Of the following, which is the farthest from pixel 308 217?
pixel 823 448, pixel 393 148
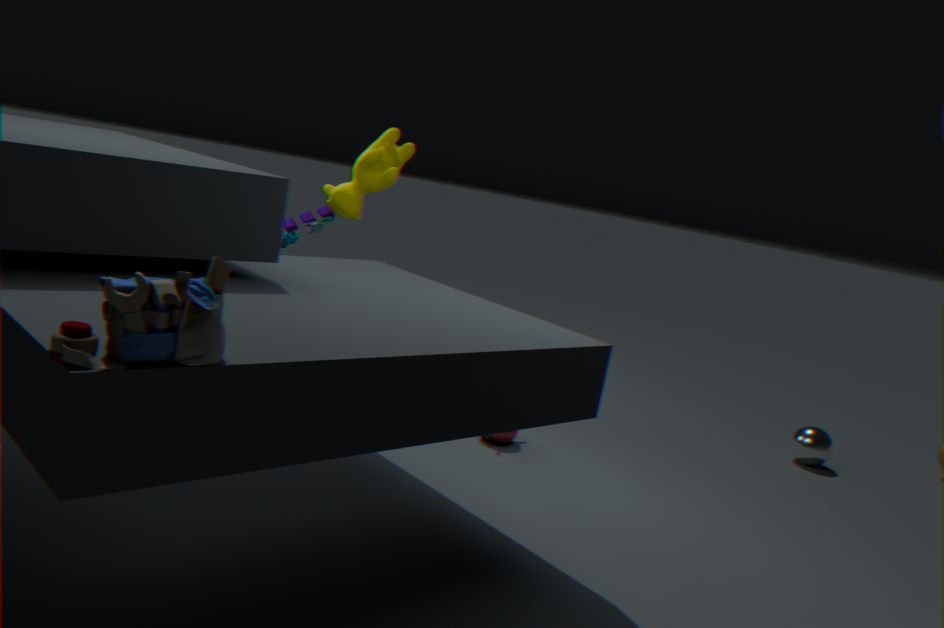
pixel 823 448
